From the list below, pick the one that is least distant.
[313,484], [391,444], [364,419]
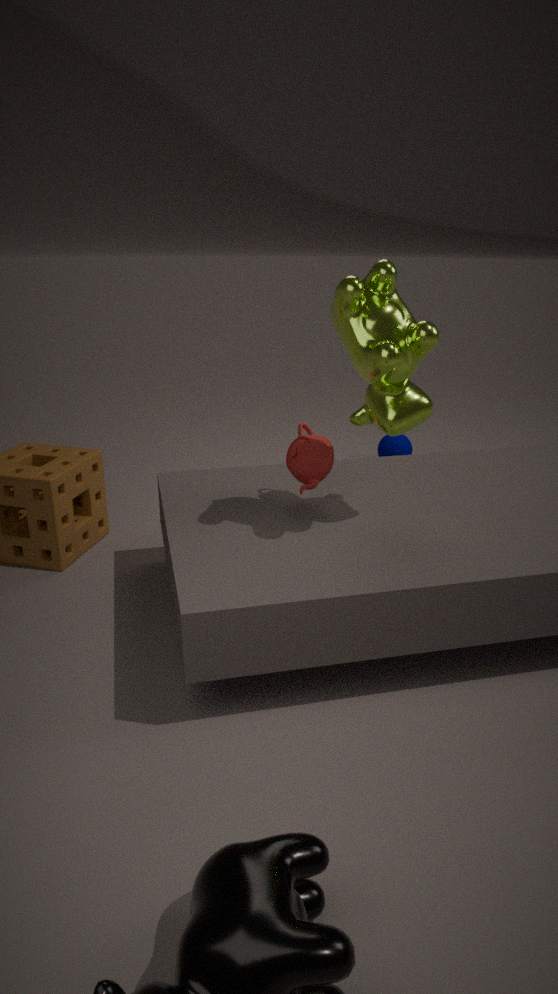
[364,419]
